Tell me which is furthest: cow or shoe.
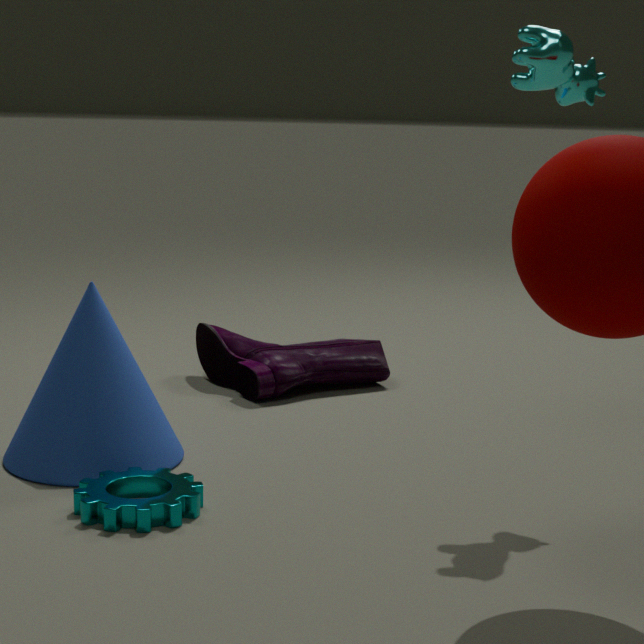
shoe
